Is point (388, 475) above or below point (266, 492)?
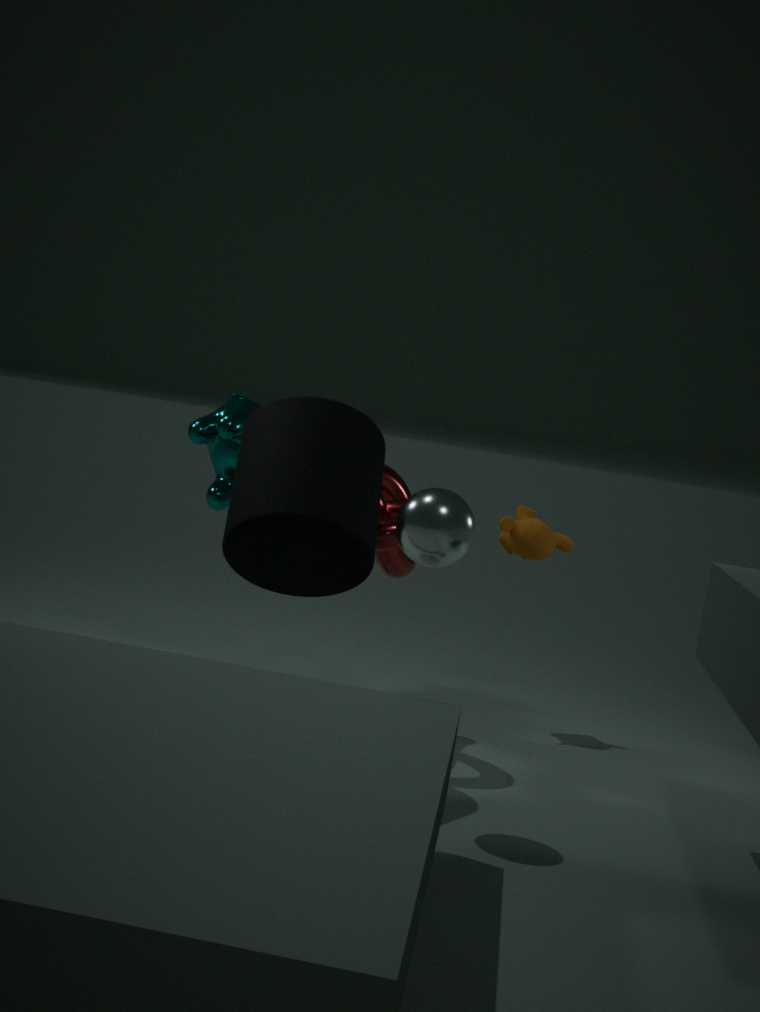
below
